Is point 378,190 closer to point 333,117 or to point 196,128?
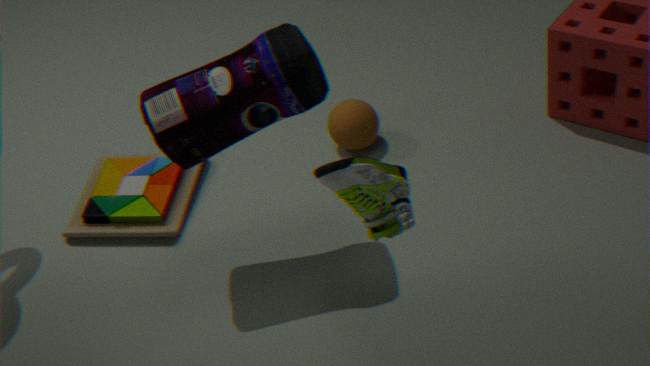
point 196,128
